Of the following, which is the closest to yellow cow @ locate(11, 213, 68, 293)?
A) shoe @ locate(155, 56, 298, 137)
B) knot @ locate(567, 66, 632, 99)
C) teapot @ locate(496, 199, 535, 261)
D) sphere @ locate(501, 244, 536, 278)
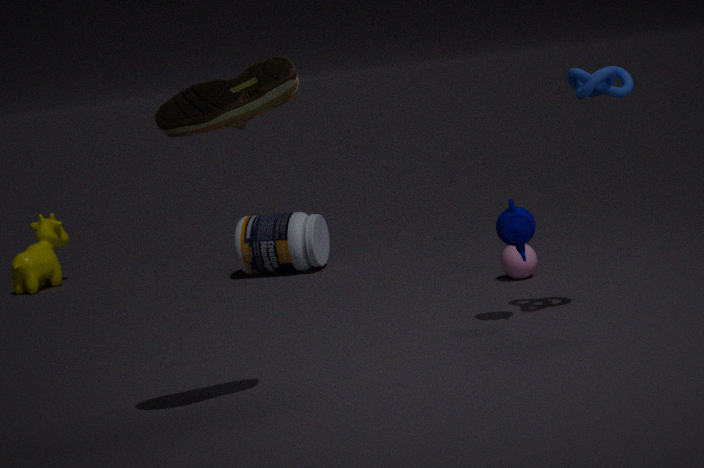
sphere @ locate(501, 244, 536, 278)
